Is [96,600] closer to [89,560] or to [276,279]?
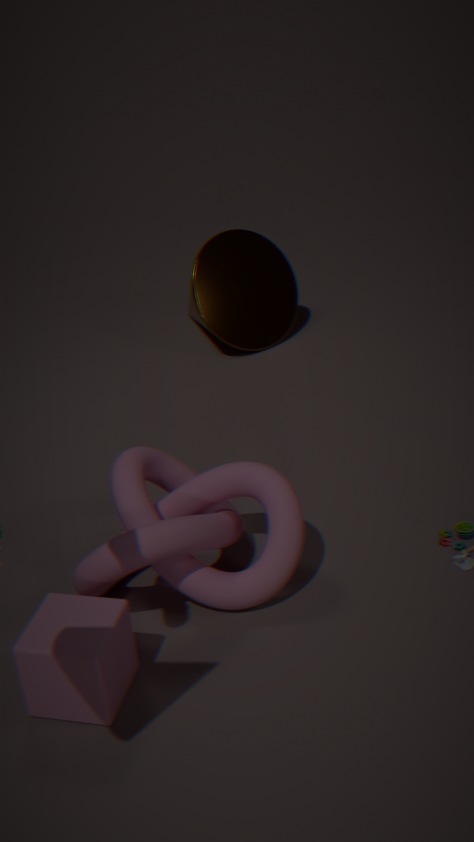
[89,560]
